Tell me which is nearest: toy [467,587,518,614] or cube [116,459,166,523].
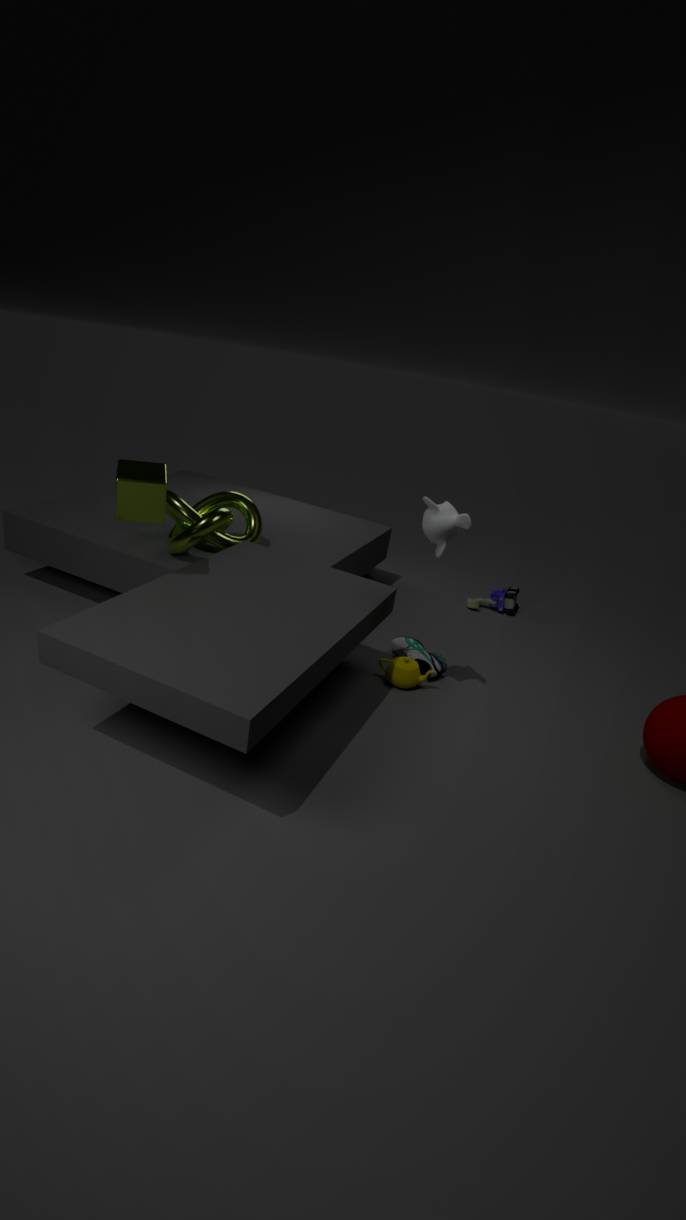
cube [116,459,166,523]
